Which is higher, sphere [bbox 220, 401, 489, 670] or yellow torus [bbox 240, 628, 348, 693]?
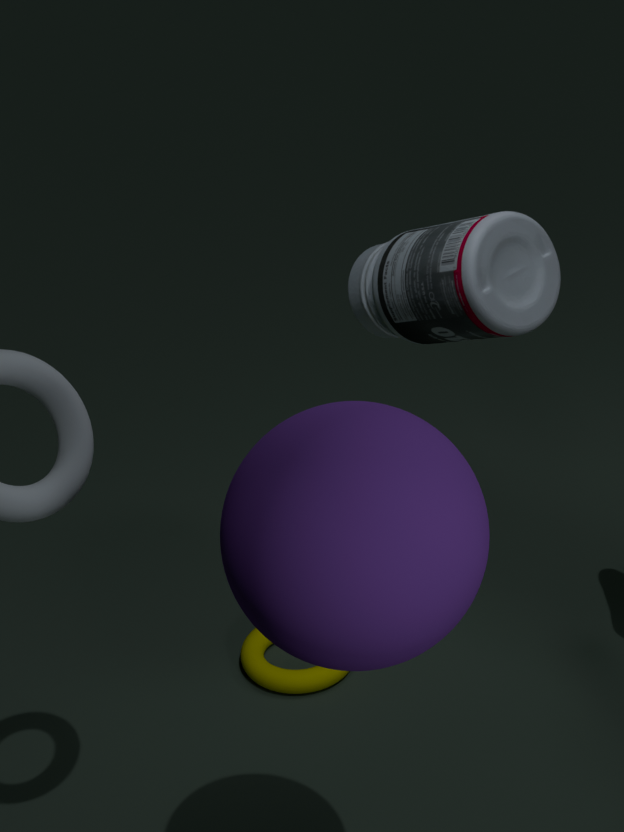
sphere [bbox 220, 401, 489, 670]
